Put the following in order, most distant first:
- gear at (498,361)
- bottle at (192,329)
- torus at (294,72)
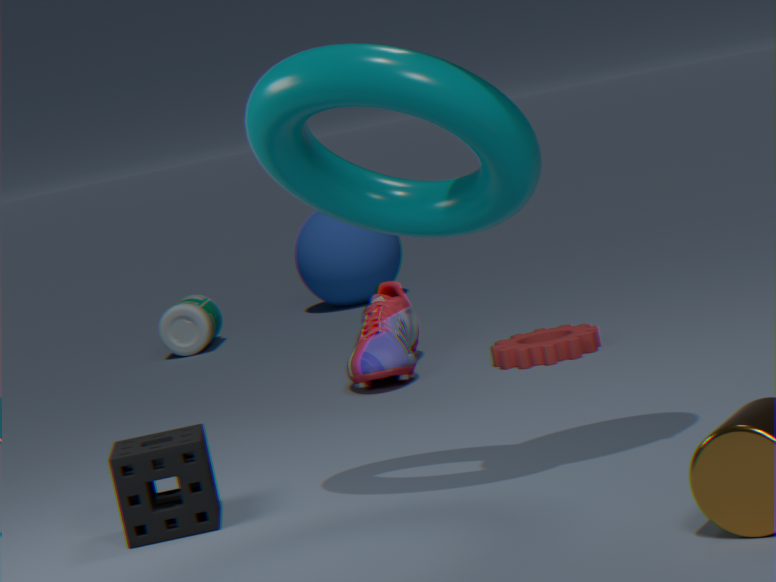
bottle at (192,329), gear at (498,361), torus at (294,72)
